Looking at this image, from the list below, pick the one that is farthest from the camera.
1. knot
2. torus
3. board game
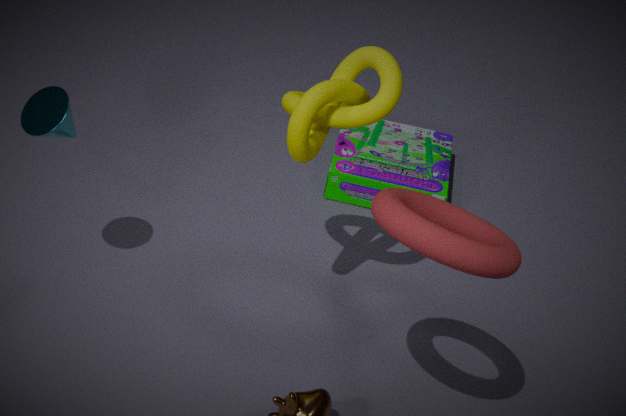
board game
